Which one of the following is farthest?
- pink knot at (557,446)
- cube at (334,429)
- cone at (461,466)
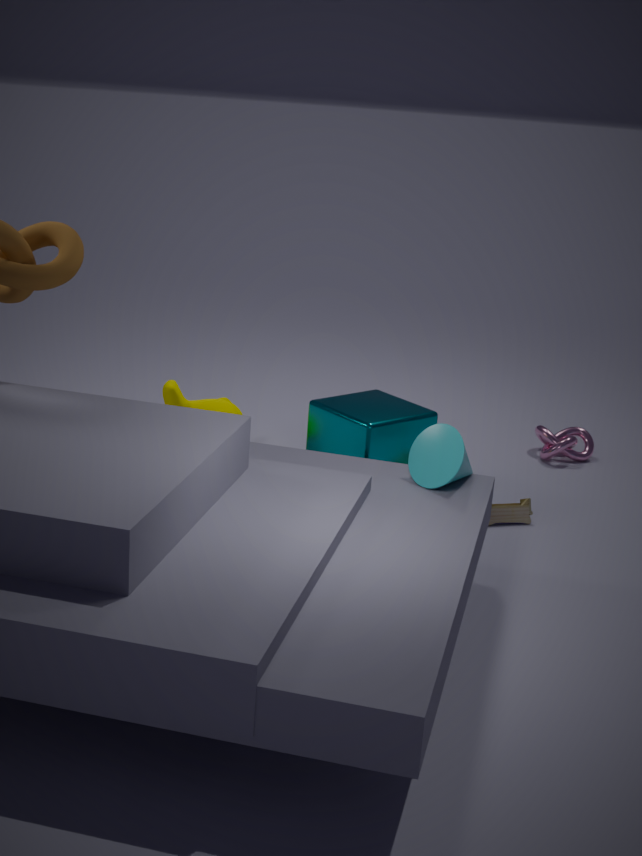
pink knot at (557,446)
